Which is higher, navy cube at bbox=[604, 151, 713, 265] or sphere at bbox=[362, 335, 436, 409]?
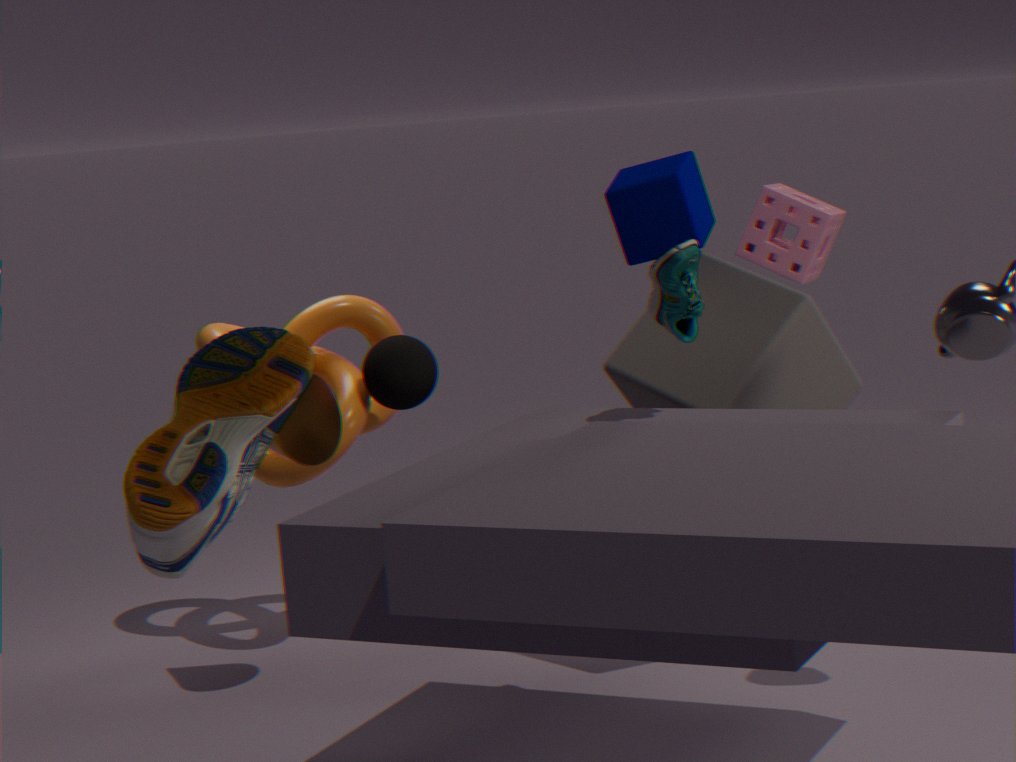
navy cube at bbox=[604, 151, 713, 265]
